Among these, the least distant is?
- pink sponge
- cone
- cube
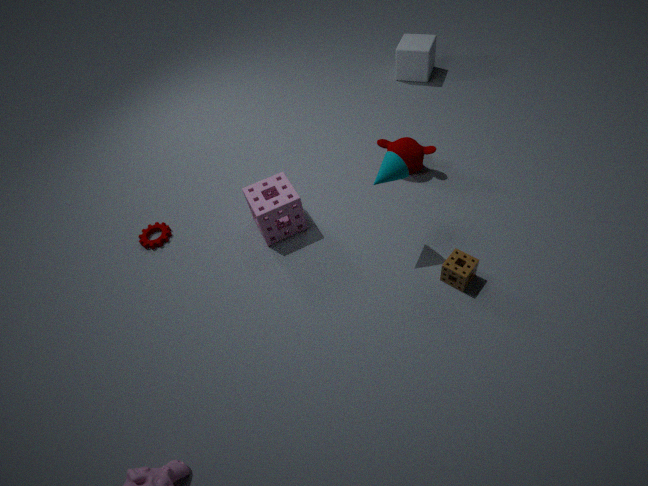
cone
